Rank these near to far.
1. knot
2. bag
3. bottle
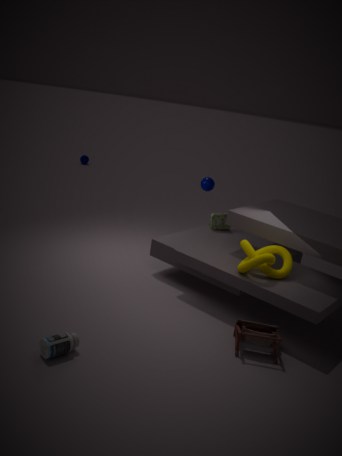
bottle < knot < bag
